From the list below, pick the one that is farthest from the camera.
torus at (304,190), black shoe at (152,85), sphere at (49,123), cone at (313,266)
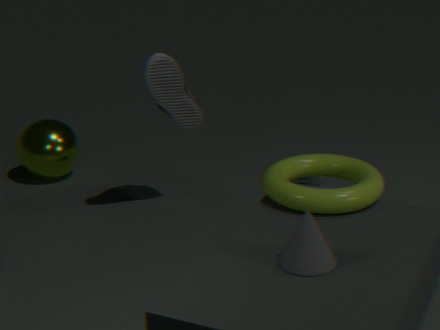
sphere at (49,123)
